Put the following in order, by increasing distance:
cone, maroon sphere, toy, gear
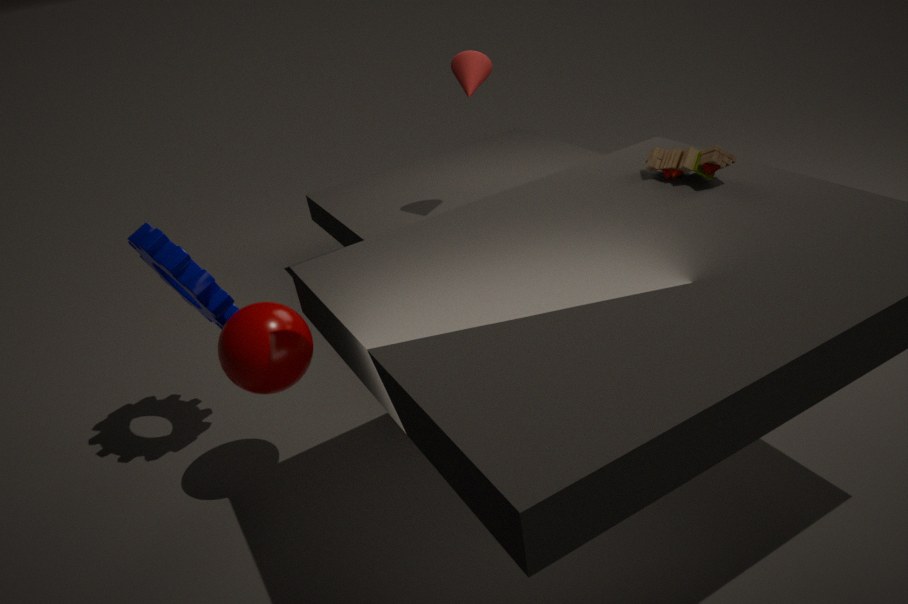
1. toy
2. maroon sphere
3. gear
4. cone
